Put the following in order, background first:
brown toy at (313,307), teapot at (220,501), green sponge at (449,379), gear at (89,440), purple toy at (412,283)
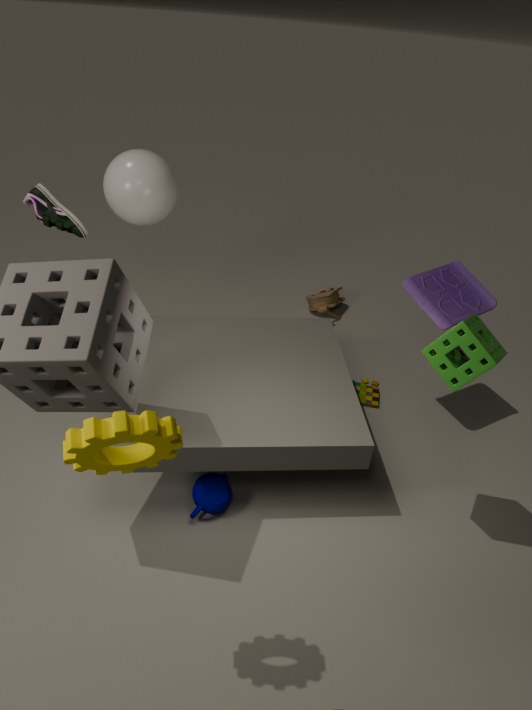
brown toy at (313,307)
purple toy at (412,283)
teapot at (220,501)
green sponge at (449,379)
gear at (89,440)
